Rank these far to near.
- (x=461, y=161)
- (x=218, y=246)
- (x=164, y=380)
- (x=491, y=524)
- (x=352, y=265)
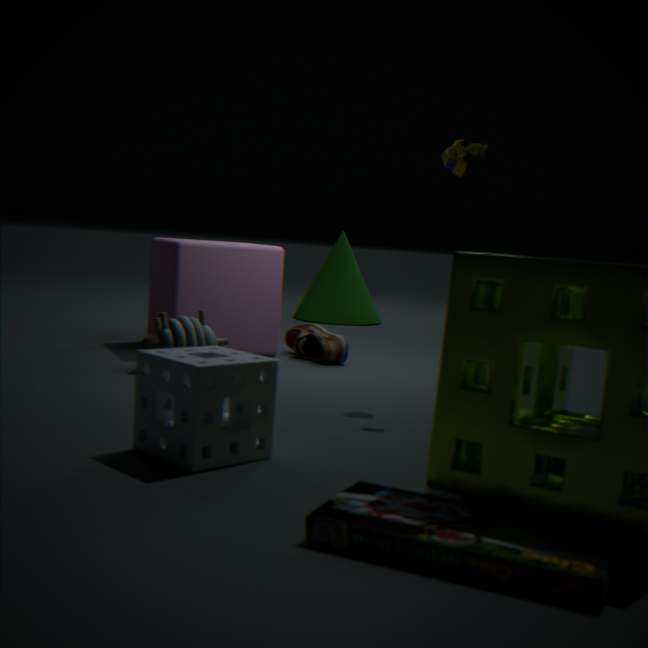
(x=352, y=265)
(x=218, y=246)
(x=461, y=161)
(x=164, y=380)
(x=491, y=524)
